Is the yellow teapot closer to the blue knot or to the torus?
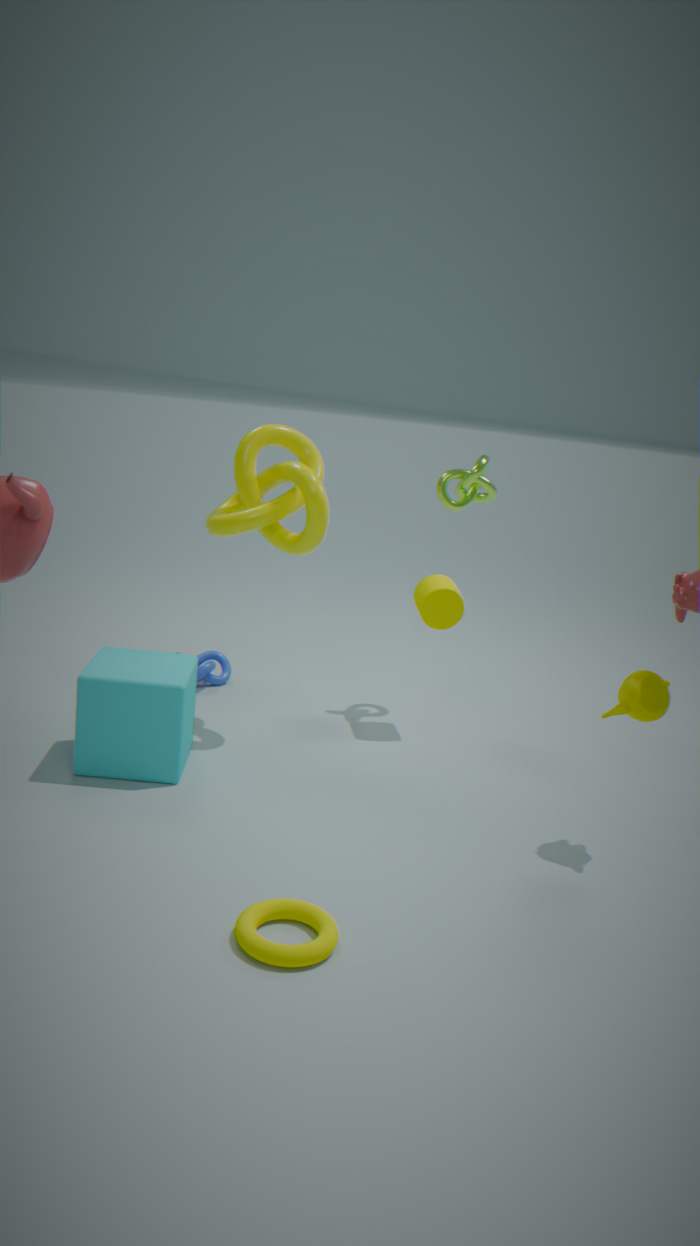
the torus
